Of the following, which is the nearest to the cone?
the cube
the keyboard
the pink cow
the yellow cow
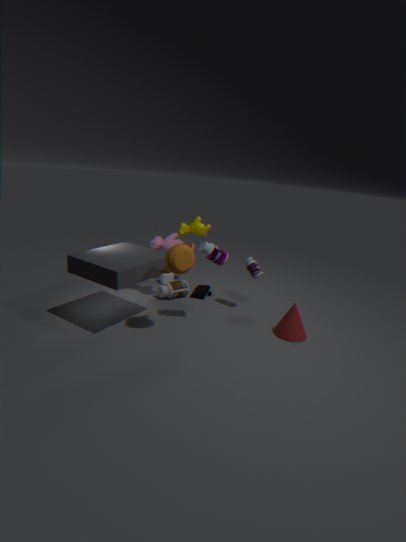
the keyboard
